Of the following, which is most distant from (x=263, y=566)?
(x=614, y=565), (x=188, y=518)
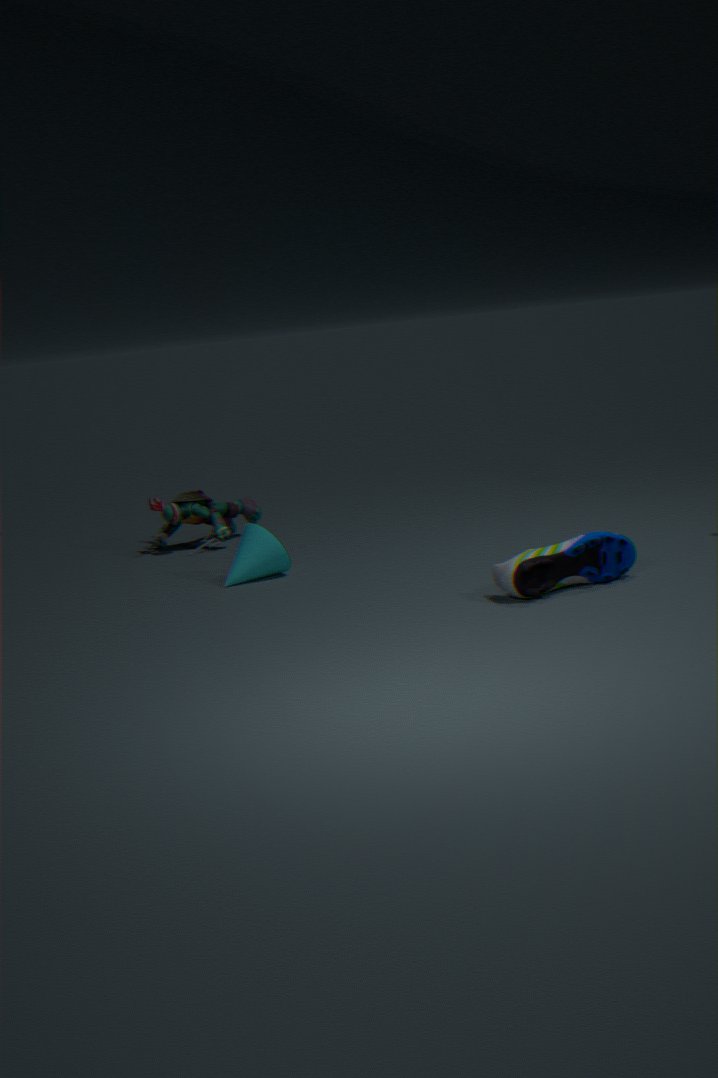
(x=614, y=565)
